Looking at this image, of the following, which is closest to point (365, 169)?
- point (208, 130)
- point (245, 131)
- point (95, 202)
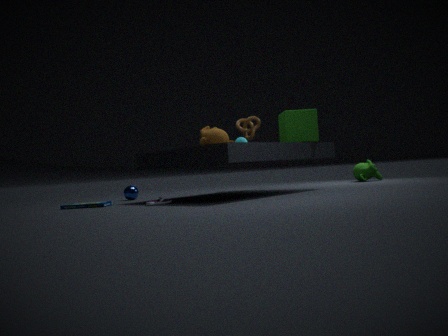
point (245, 131)
